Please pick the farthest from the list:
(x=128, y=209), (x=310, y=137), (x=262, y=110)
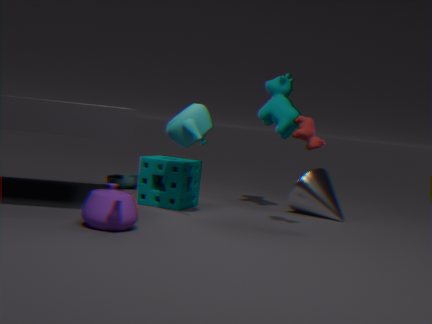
(x=262, y=110)
